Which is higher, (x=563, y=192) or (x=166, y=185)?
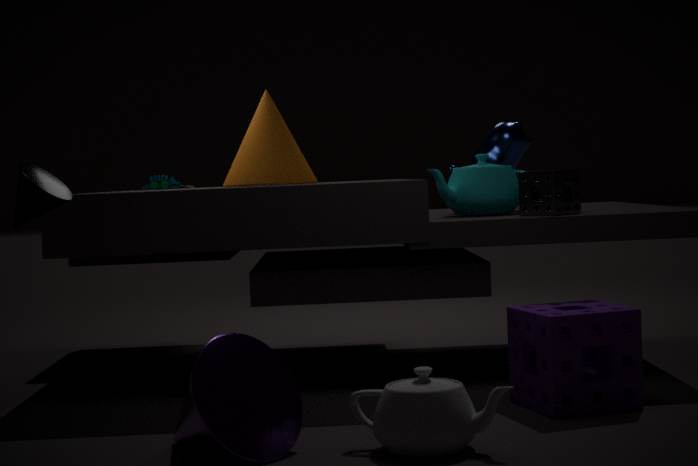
(x=166, y=185)
